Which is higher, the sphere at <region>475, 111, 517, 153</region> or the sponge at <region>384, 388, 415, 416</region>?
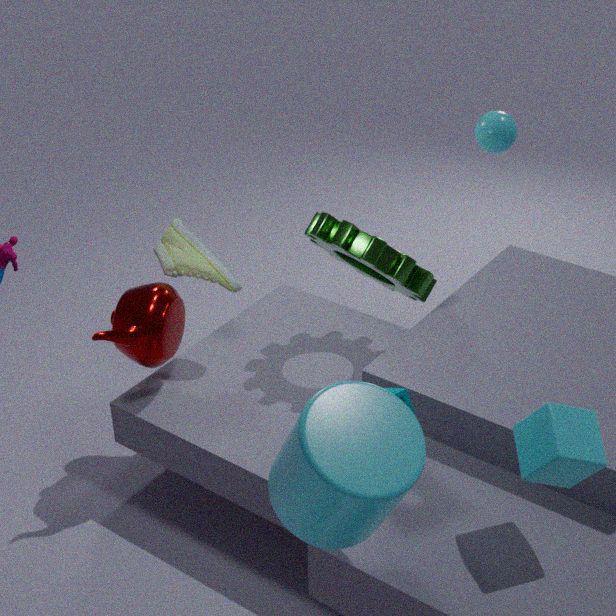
the sphere at <region>475, 111, 517, 153</region>
